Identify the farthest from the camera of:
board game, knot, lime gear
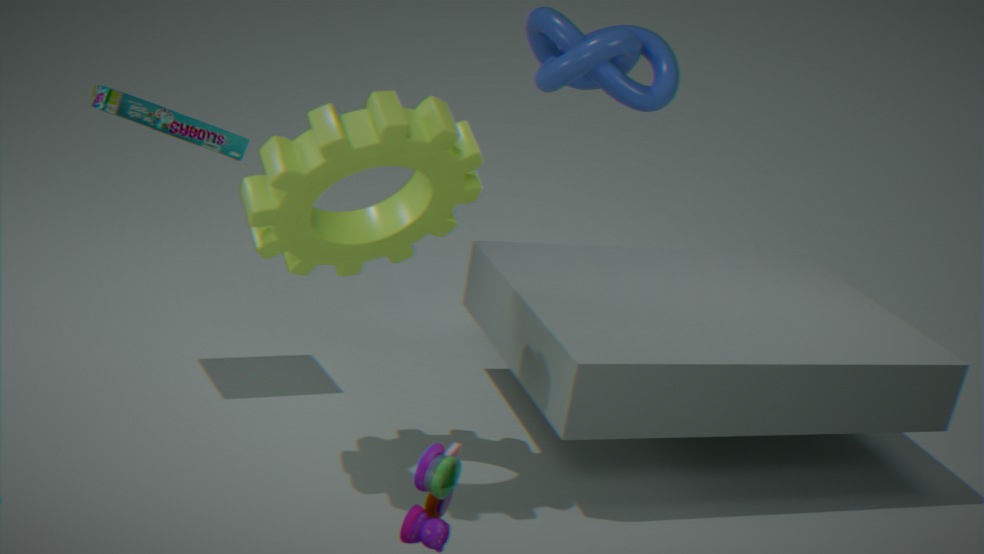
knot
